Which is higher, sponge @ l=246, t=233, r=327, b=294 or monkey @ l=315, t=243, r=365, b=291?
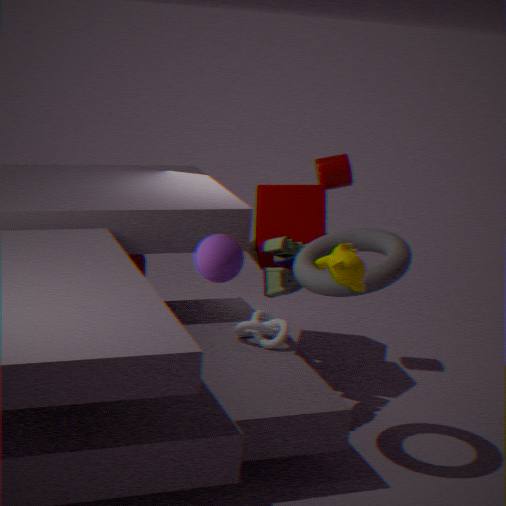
monkey @ l=315, t=243, r=365, b=291
